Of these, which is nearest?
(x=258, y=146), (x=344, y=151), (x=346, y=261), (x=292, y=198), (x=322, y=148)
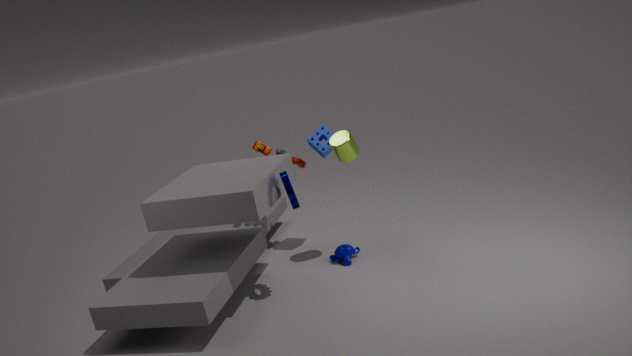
(x=292, y=198)
